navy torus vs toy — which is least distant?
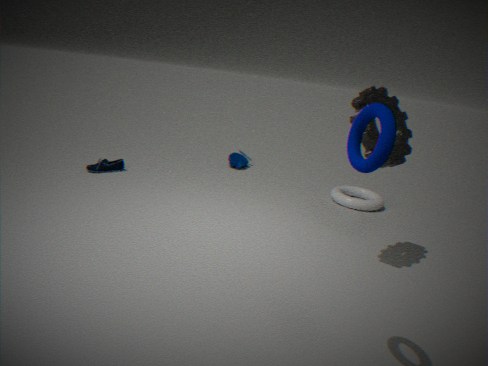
navy torus
